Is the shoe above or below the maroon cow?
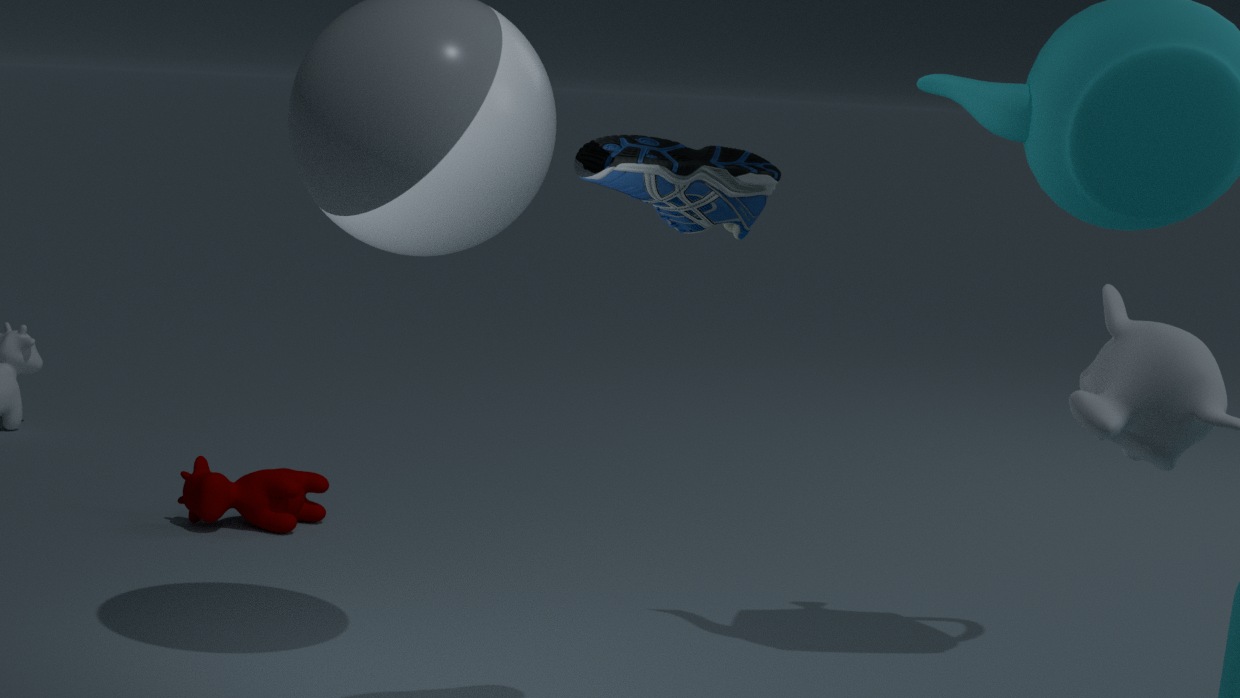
above
